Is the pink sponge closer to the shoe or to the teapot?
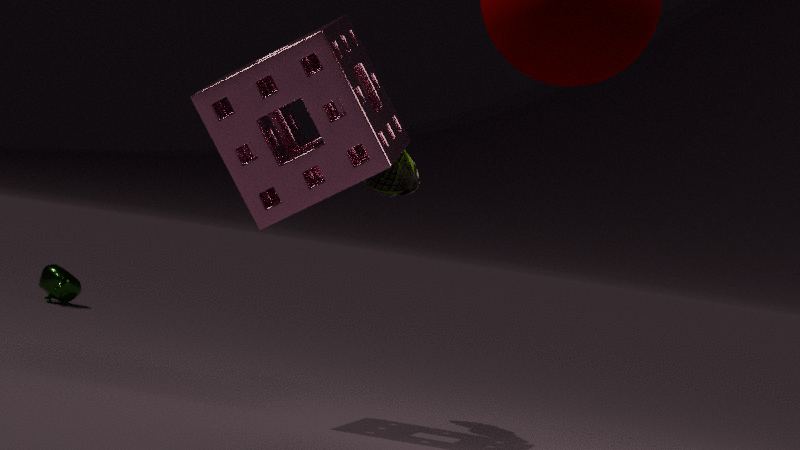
the shoe
